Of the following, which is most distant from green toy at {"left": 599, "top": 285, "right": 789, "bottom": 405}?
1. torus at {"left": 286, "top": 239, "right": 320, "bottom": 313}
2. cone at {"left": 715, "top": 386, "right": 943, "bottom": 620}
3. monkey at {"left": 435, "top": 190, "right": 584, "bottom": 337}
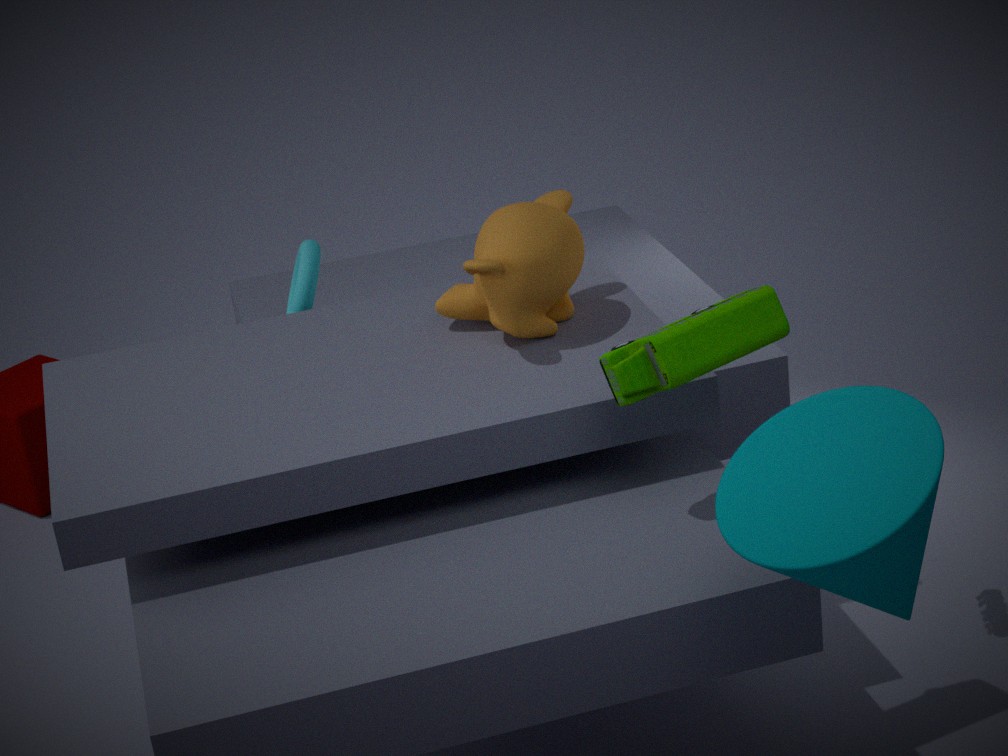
torus at {"left": 286, "top": 239, "right": 320, "bottom": 313}
